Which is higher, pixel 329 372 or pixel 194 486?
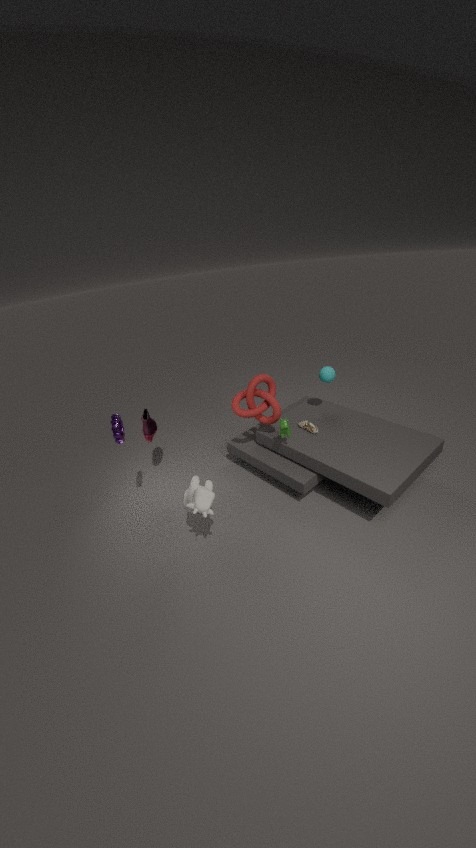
pixel 329 372
